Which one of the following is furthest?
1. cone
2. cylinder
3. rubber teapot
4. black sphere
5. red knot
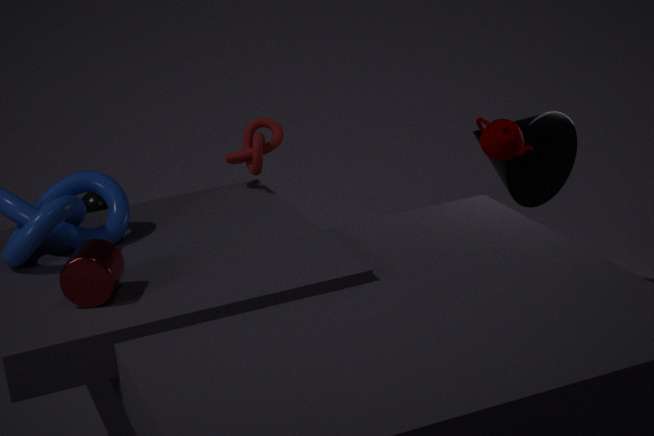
black sphere
